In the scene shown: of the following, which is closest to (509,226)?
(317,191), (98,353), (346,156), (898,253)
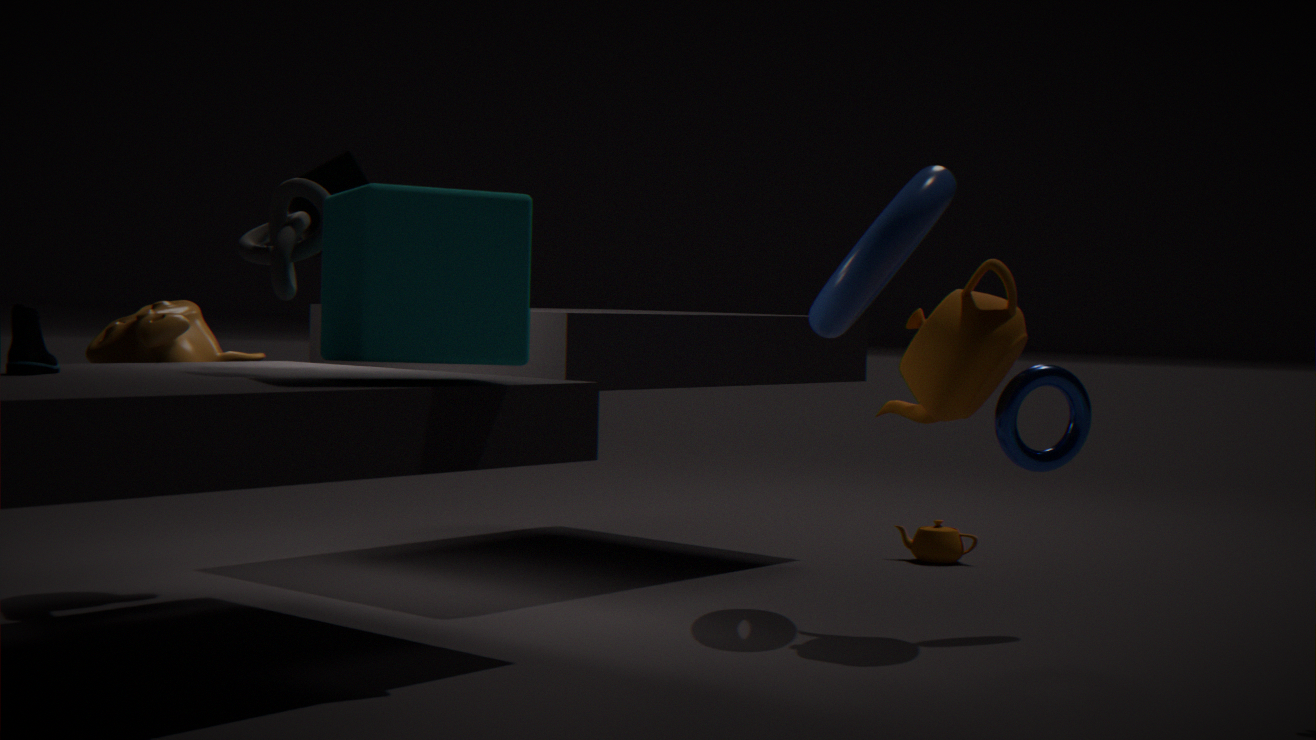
(317,191)
